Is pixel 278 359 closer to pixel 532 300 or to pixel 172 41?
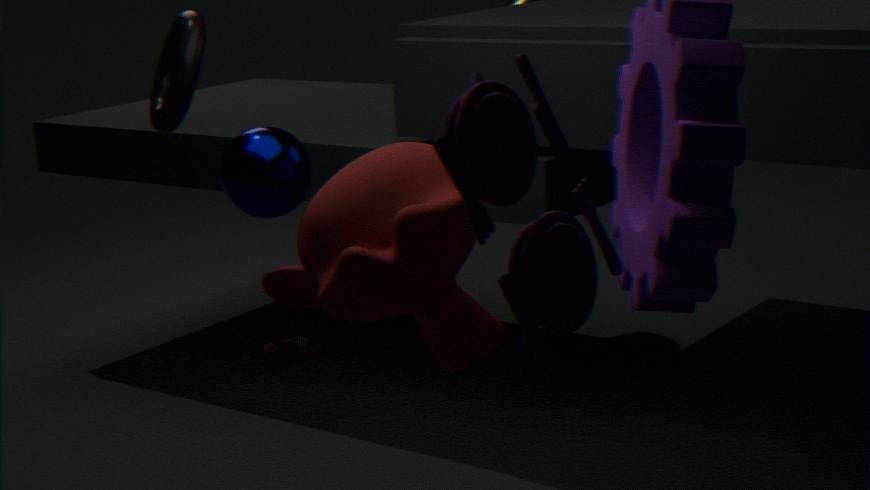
pixel 172 41
